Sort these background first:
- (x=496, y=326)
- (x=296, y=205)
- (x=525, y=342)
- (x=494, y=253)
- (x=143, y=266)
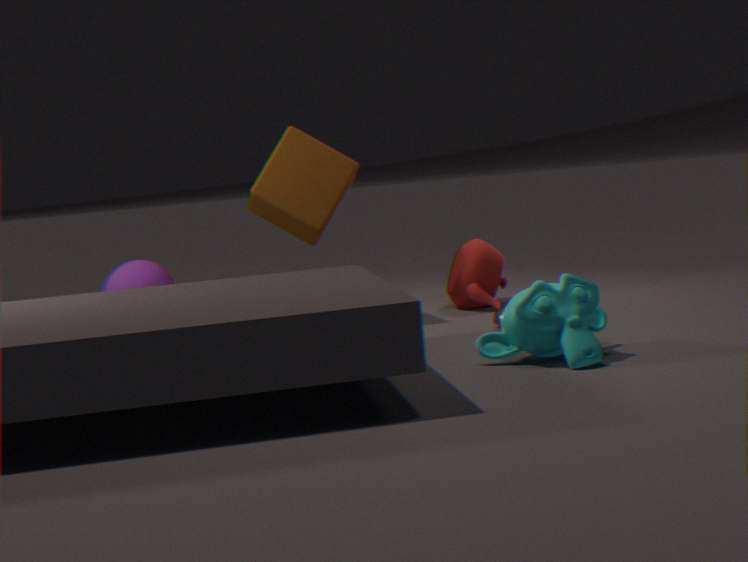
(x=143, y=266) < (x=494, y=253) < (x=296, y=205) < (x=496, y=326) < (x=525, y=342)
